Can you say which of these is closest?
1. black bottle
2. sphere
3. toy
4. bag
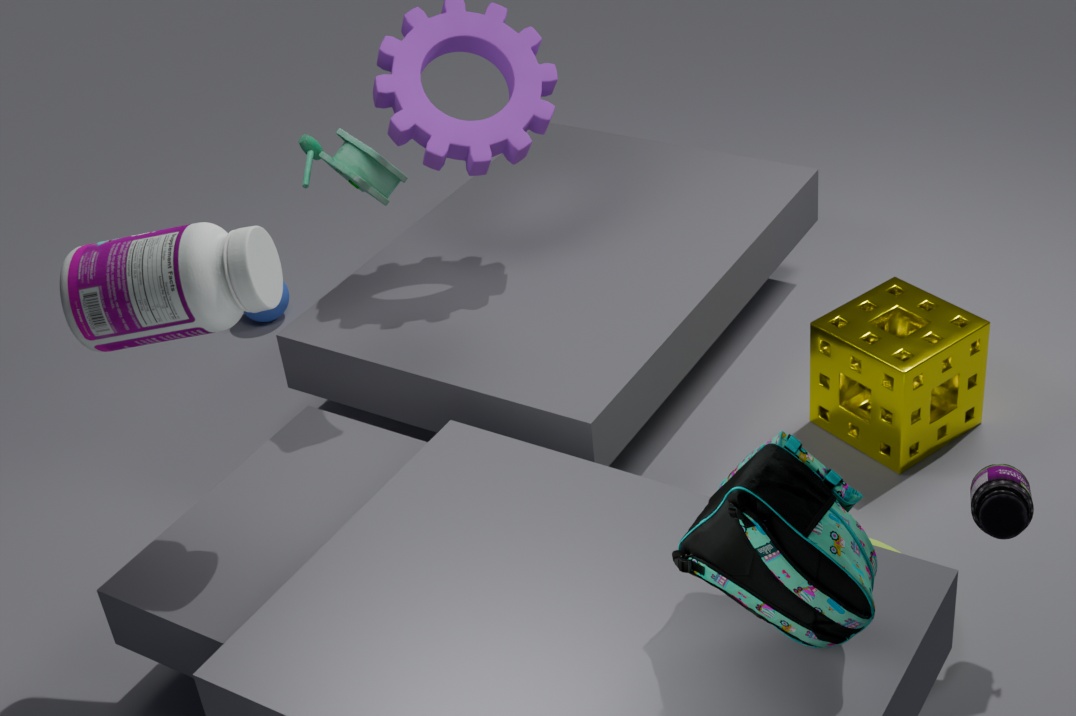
bag
